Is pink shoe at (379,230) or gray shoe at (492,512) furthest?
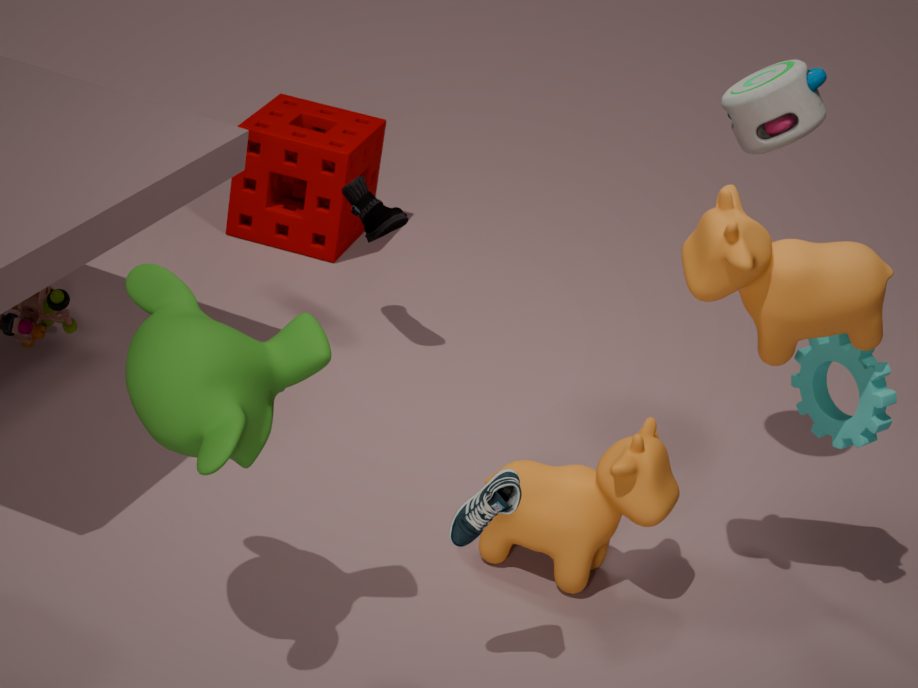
pink shoe at (379,230)
